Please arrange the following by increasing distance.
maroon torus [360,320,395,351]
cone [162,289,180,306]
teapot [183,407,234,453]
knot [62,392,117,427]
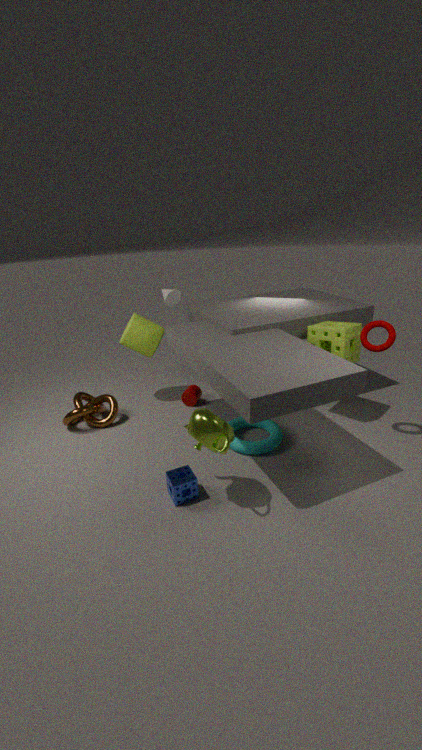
teapot [183,407,234,453]
maroon torus [360,320,395,351]
knot [62,392,117,427]
cone [162,289,180,306]
